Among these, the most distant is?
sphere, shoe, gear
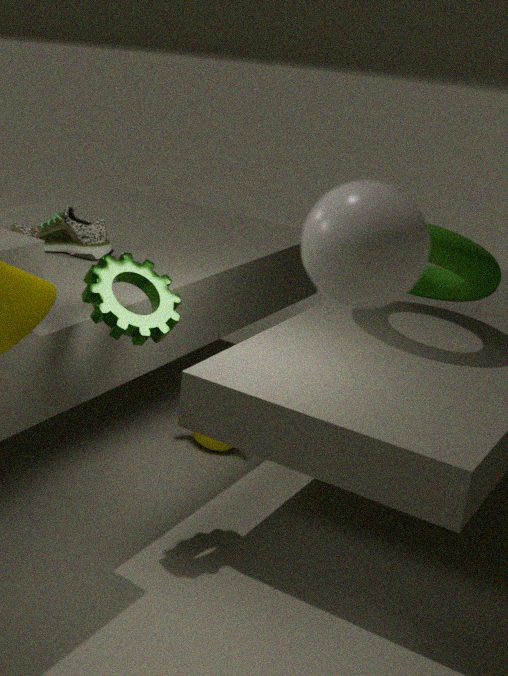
shoe
